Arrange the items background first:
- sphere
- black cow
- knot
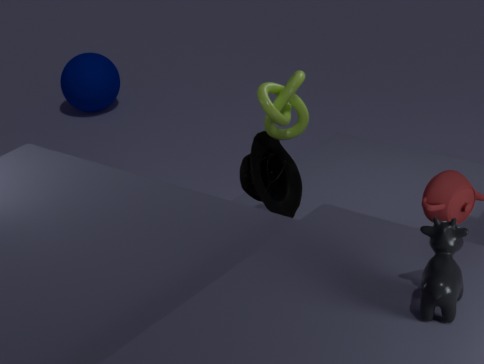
sphere < knot < black cow
